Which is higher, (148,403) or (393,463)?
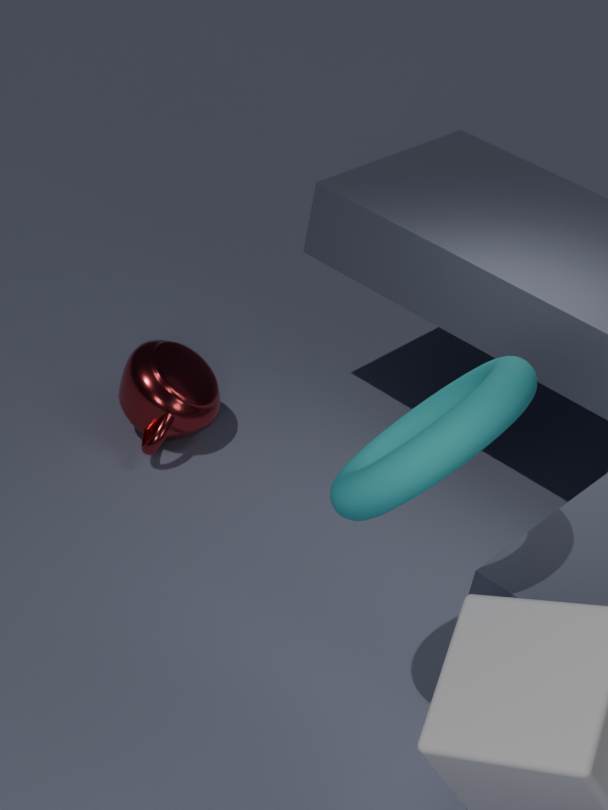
(393,463)
